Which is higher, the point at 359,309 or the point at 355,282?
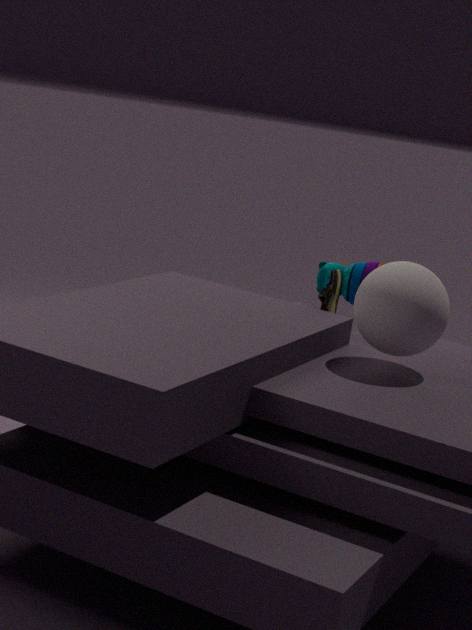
the point at 359,309
